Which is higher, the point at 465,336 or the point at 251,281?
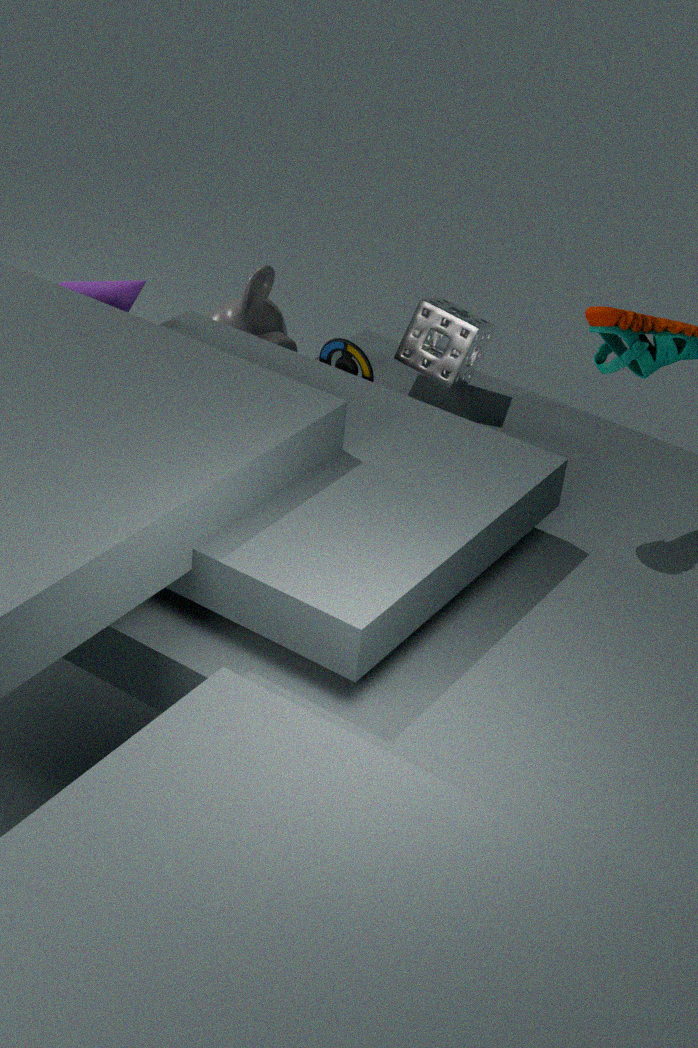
the point at 465,336
